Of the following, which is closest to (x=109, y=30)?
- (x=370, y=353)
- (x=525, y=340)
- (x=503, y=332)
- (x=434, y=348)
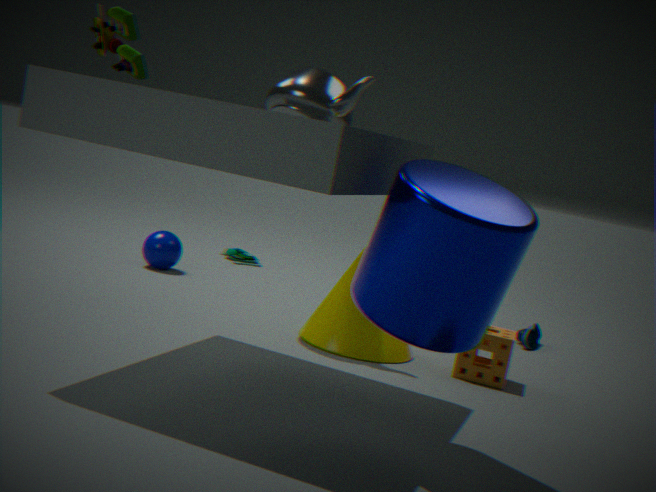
(x=434, y=348)
